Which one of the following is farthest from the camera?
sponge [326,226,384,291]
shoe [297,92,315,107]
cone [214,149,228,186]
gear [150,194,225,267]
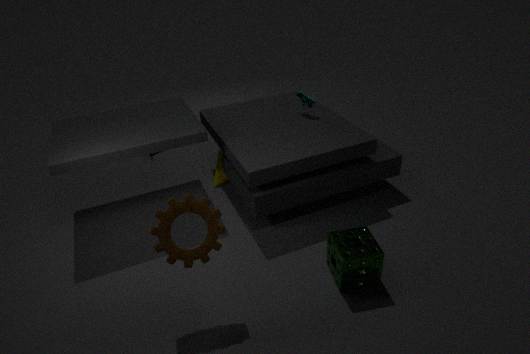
cone [214,149,228,186]
